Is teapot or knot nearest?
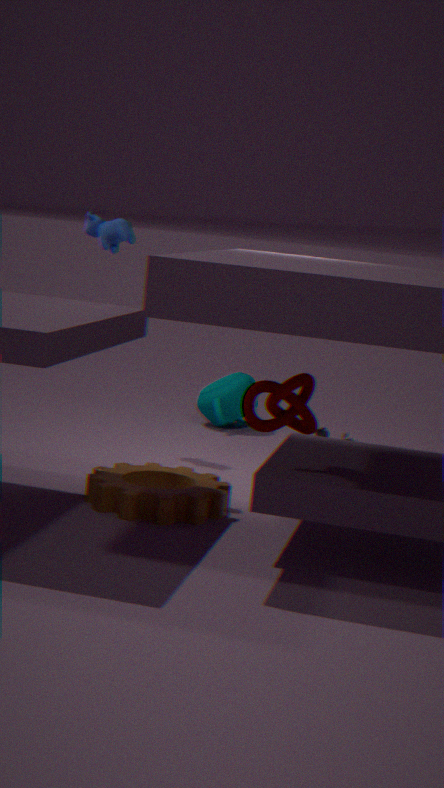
Result: knot
